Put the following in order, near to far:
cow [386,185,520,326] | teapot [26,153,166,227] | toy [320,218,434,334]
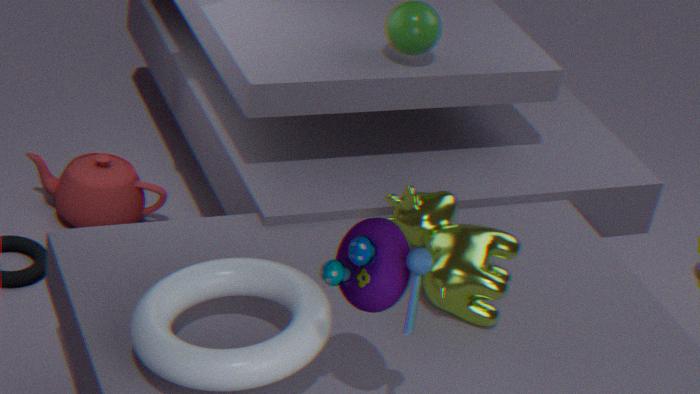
toy [320,218,434,334] < cow [386,185,520,326] < teapot [26,153,166,227]
